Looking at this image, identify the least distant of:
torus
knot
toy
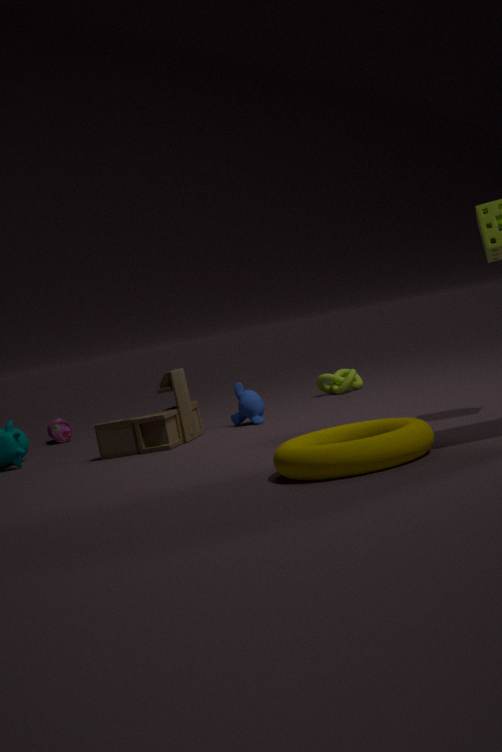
torus
